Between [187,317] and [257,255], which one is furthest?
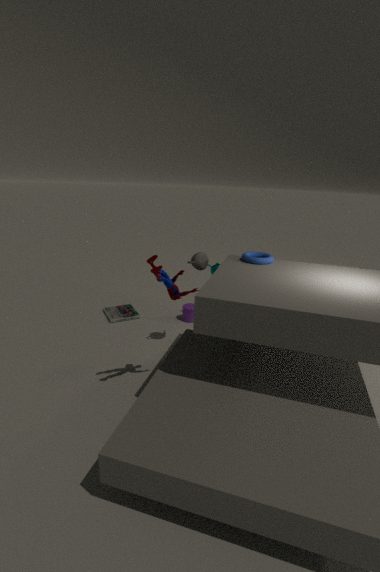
[187,317]
